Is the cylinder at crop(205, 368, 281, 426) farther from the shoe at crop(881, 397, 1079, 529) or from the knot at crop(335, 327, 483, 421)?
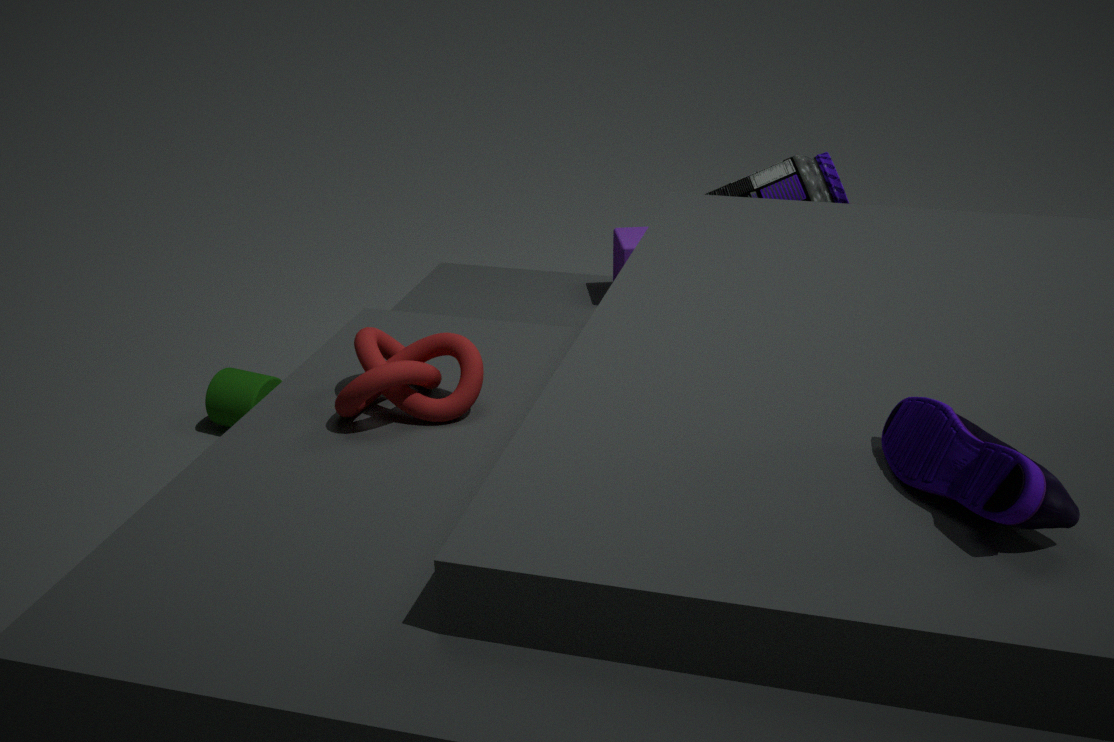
the shoe at crop(881, 397, 1079, 529)
